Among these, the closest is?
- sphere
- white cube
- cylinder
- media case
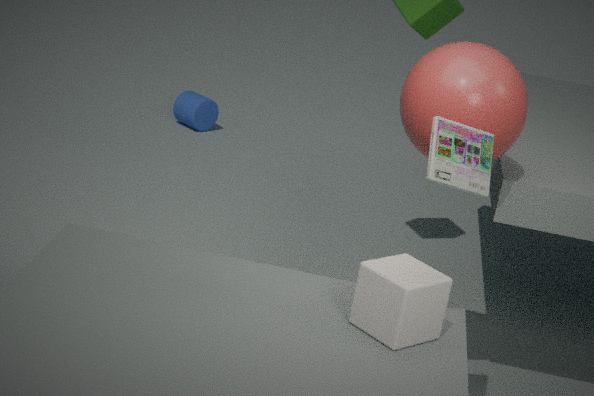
media case
